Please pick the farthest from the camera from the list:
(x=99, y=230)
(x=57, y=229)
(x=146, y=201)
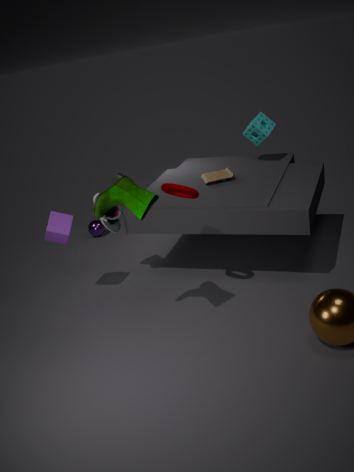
(x=99, y=230)
